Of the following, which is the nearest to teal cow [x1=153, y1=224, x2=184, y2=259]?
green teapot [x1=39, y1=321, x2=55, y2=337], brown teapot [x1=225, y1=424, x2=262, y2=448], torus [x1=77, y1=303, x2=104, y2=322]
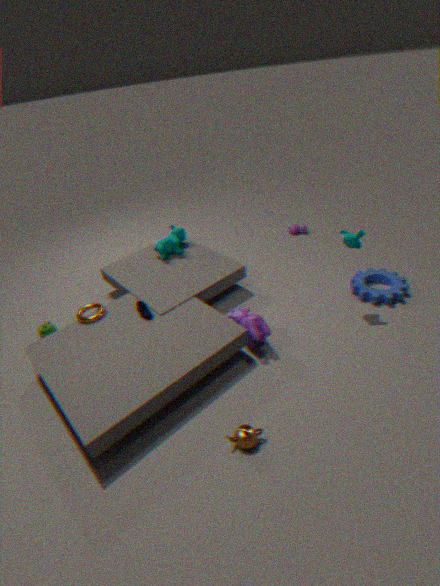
torus [x1=77, y1=303, x2=104, y2=322]
